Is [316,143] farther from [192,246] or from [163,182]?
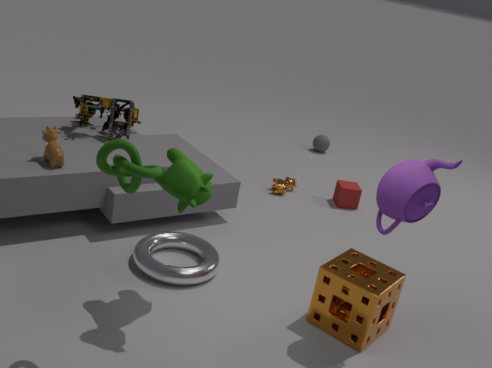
[163,182]
